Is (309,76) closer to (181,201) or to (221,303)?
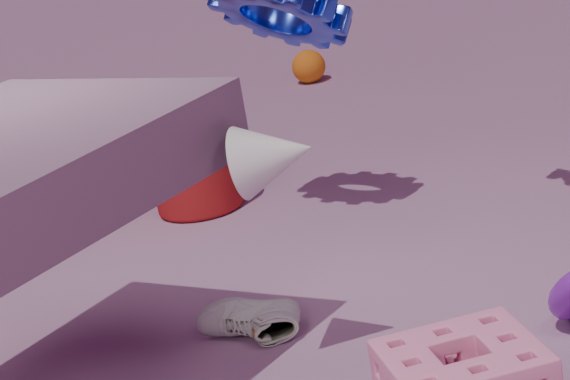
(181,201)
